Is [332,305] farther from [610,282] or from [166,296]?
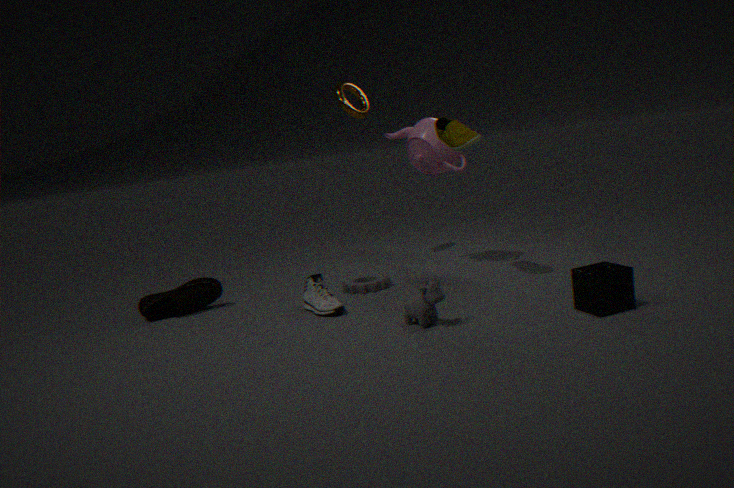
[610,282]
